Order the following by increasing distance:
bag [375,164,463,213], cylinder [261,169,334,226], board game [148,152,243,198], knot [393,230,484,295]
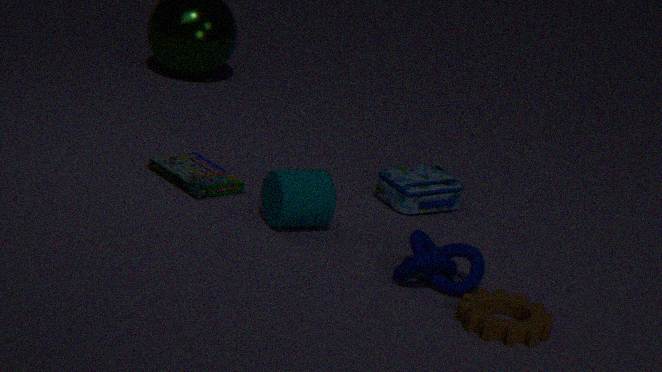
knot [393,230,484,295] < cylinder [261,169,334,226] < board game [148,152,243,198] < bag [375,164,463,213]
